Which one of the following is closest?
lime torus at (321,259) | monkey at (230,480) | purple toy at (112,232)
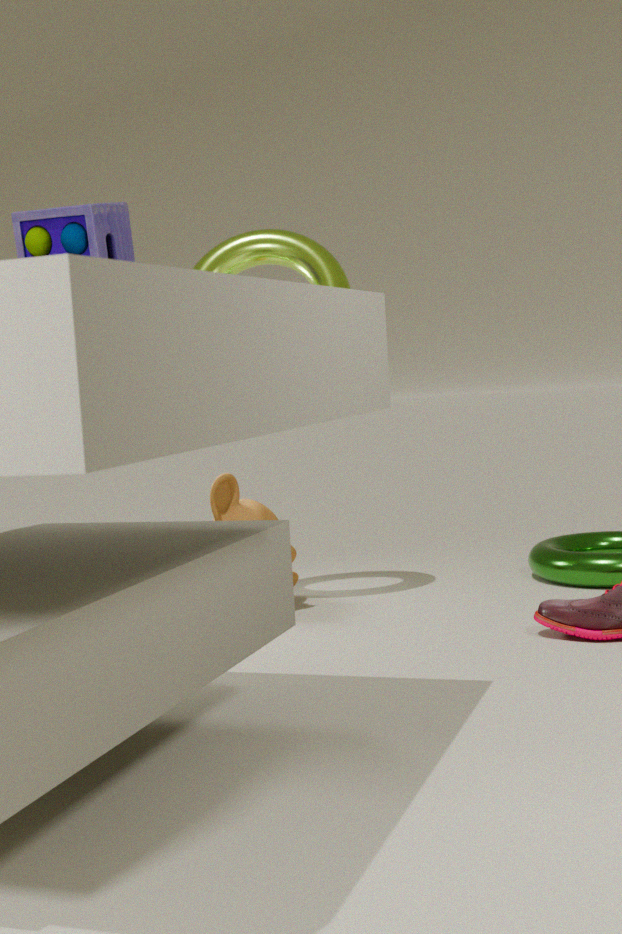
purple toy at (112,232)
